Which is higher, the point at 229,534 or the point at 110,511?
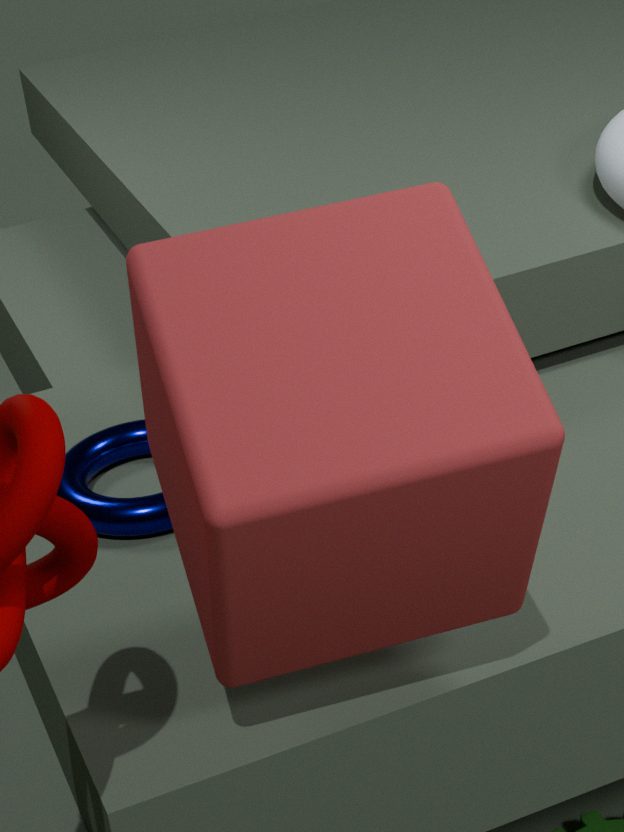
the point at 229,534
